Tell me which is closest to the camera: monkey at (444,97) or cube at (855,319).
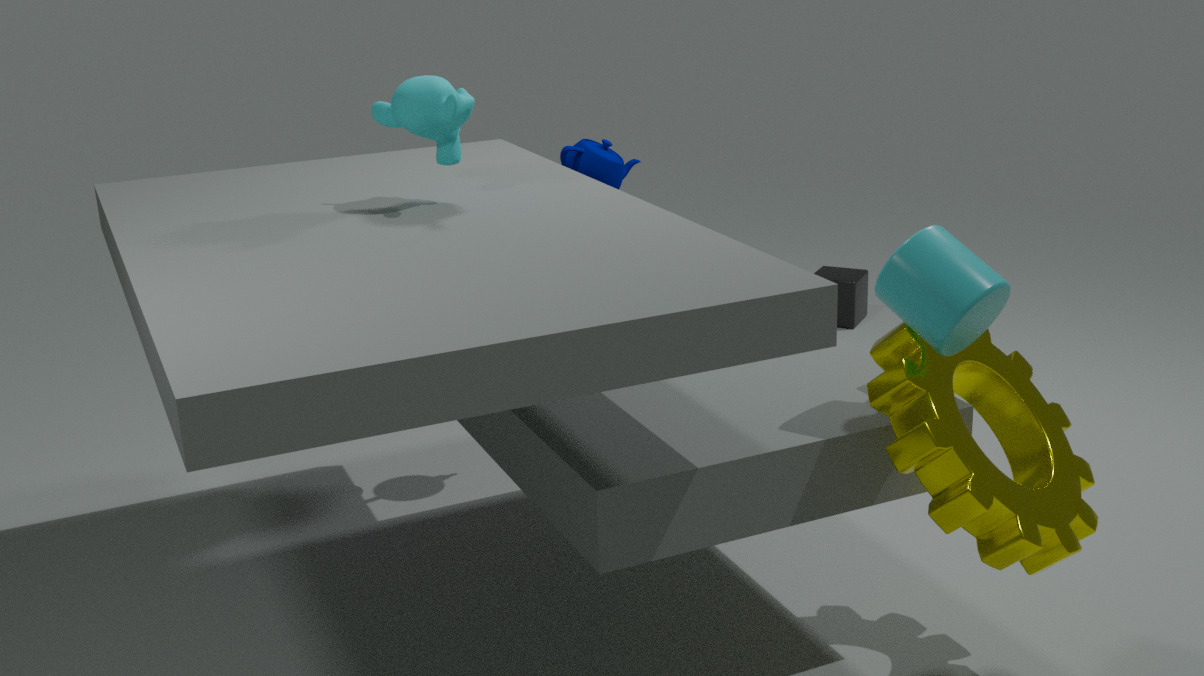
monkey at (444,97)
